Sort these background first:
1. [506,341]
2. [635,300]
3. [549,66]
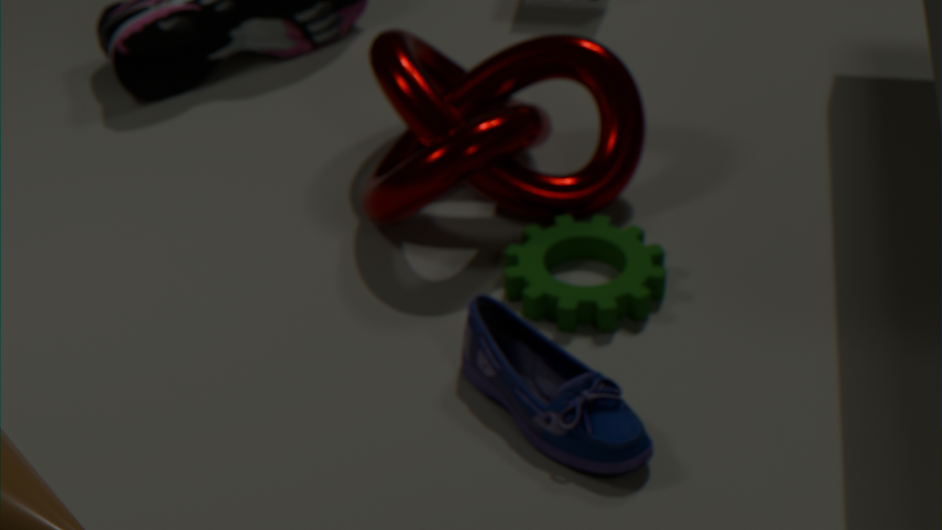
[549,66]
[635,300]
[506,341]
